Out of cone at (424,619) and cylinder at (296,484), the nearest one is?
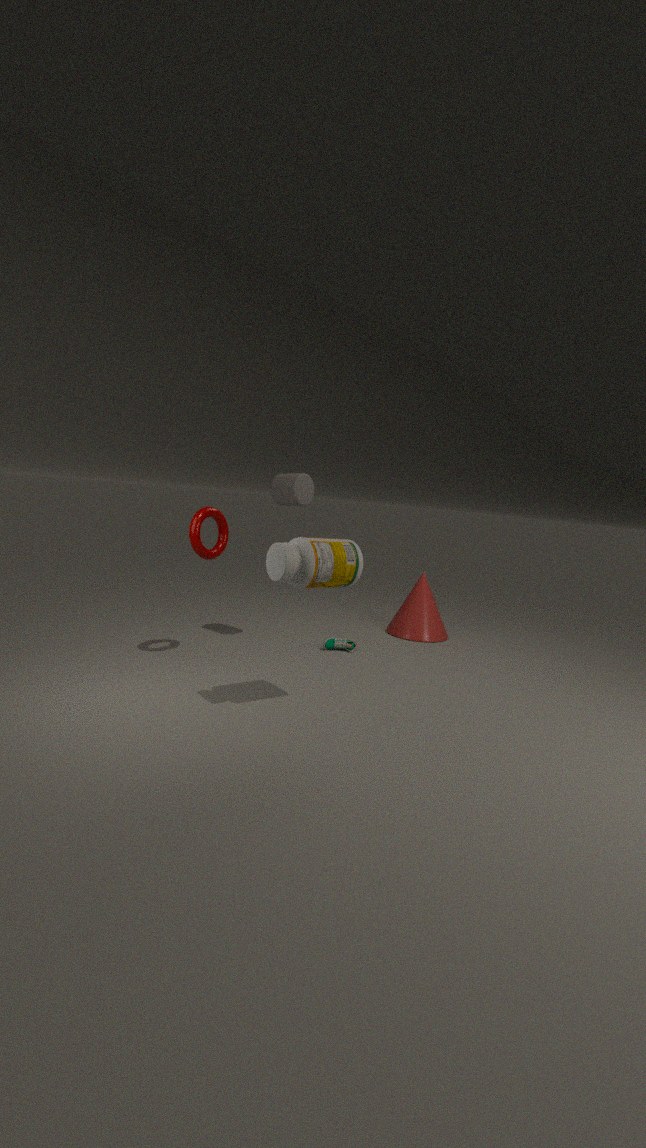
cylinder at (296,484)
